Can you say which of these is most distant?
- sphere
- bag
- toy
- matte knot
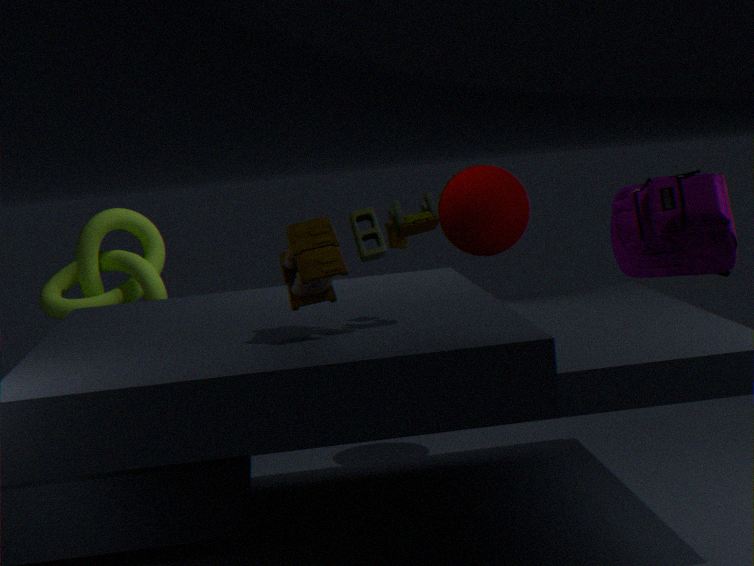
matte knot
